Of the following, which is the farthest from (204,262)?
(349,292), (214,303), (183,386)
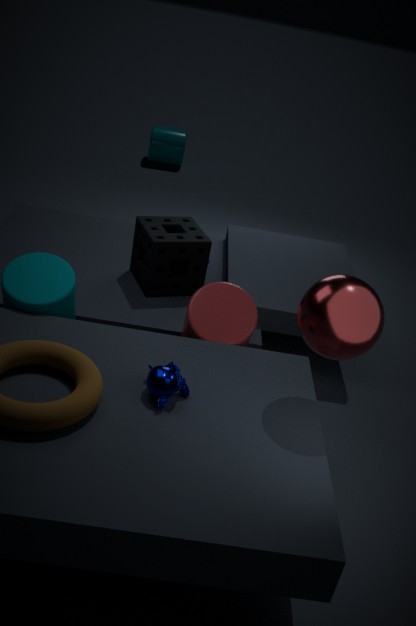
(349,292)
